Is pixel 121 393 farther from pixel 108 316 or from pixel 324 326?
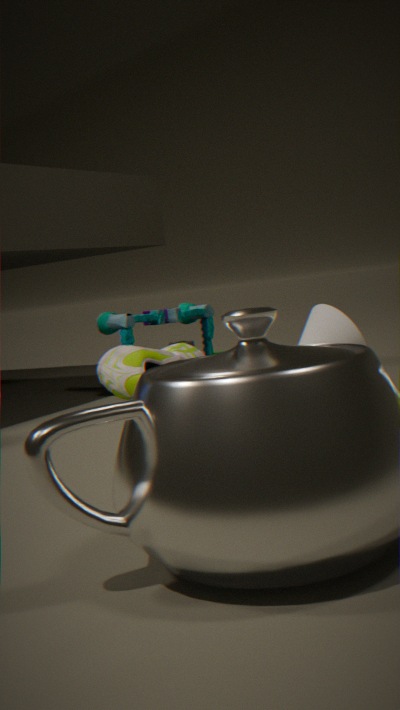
pixel 324 326
